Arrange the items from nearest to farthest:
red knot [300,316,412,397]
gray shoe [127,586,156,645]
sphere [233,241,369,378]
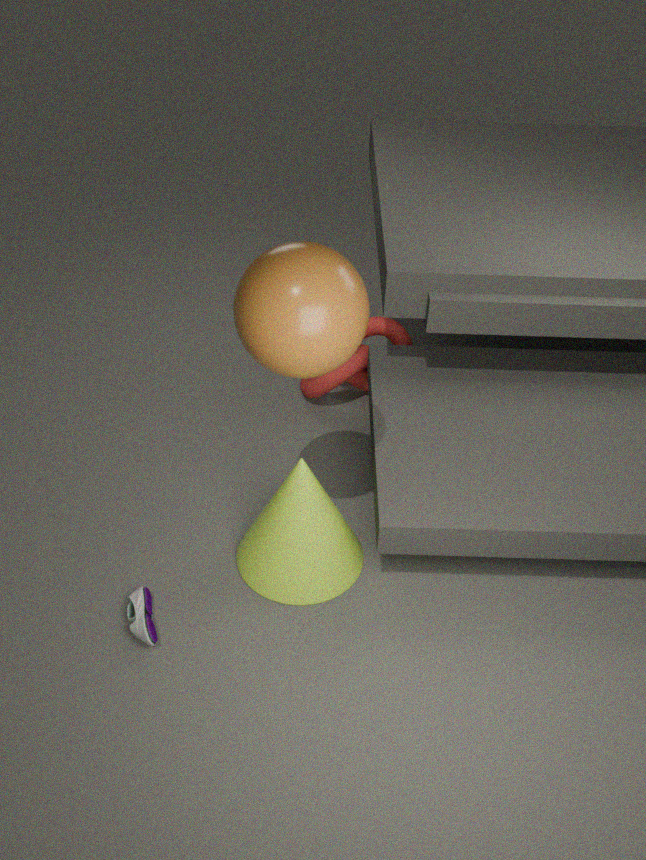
sphere [233,241,369,378] → gray shoe [127,586,156,645] → red knot [300,316,412,397]
